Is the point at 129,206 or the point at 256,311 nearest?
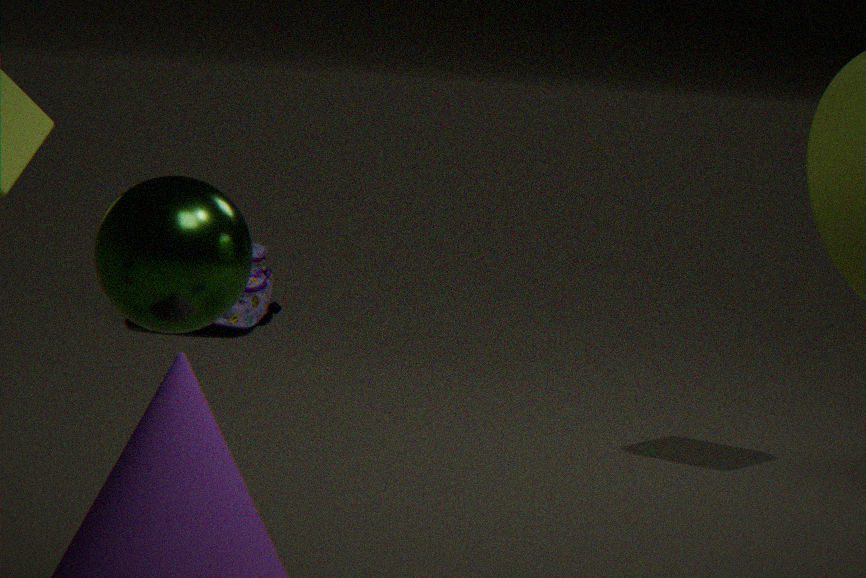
the point at 129,206
